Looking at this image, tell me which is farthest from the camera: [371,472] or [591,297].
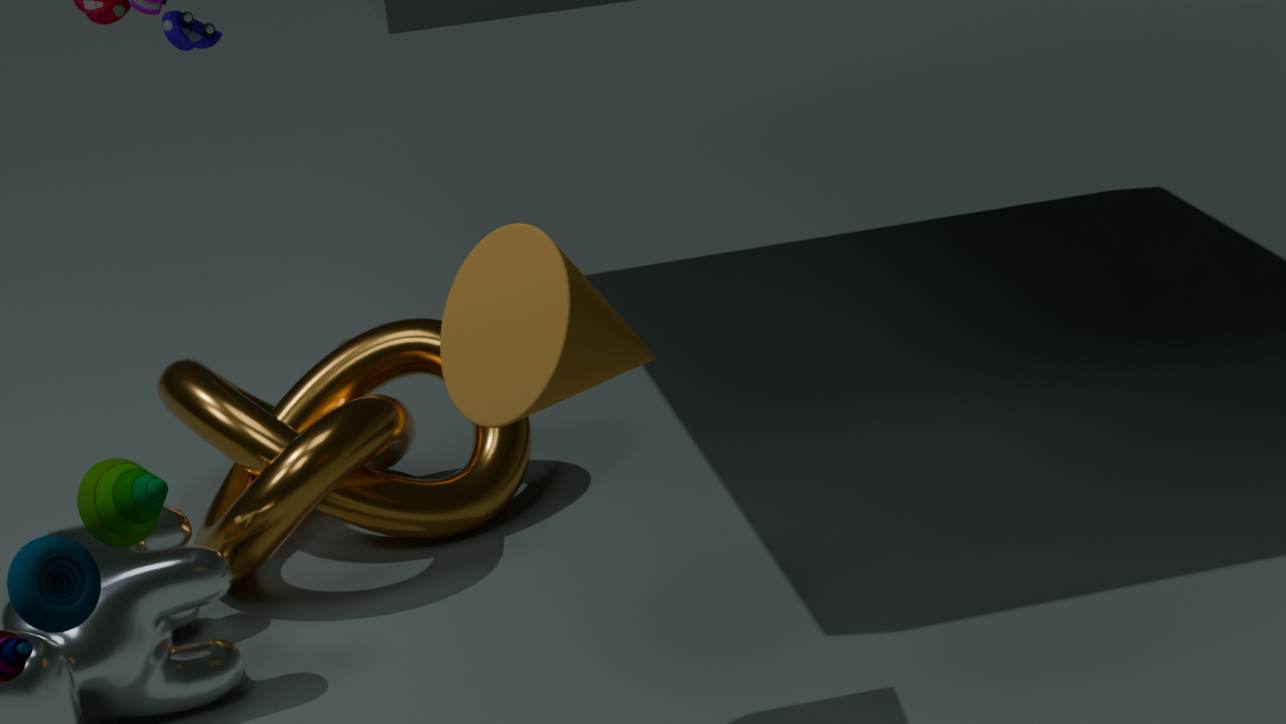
[371,472]
